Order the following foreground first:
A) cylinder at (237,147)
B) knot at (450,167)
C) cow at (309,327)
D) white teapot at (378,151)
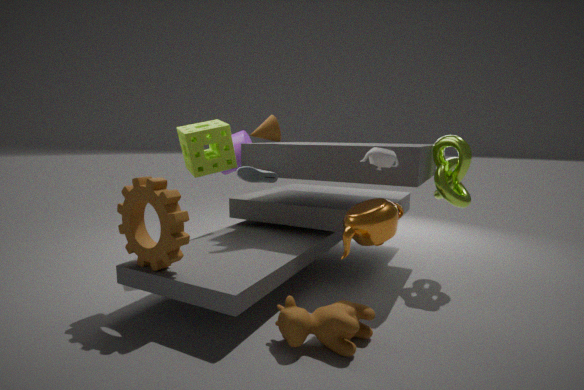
cow at (309,327) → white teapot at (378,151) → knot at (450,167) → cylinder at (237,147)
